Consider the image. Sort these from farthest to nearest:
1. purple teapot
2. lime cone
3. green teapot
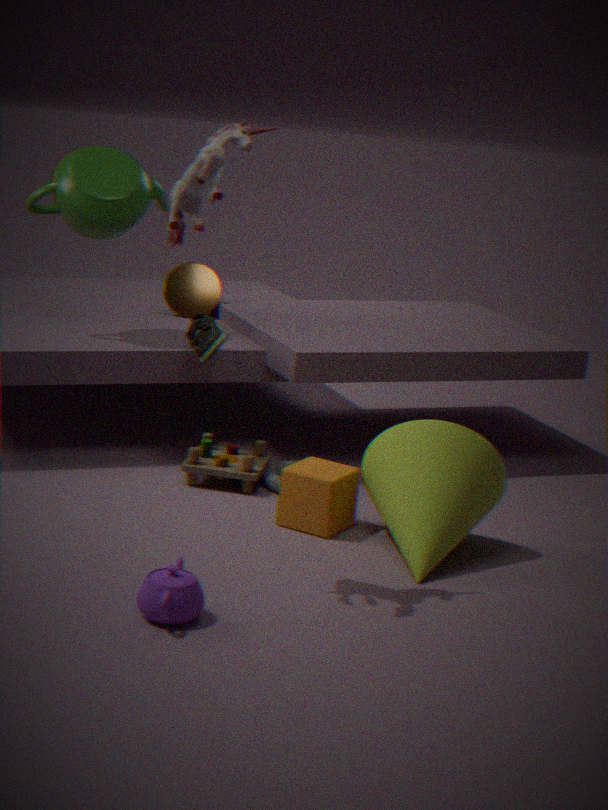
green teapot < lime cone < purple teapot
